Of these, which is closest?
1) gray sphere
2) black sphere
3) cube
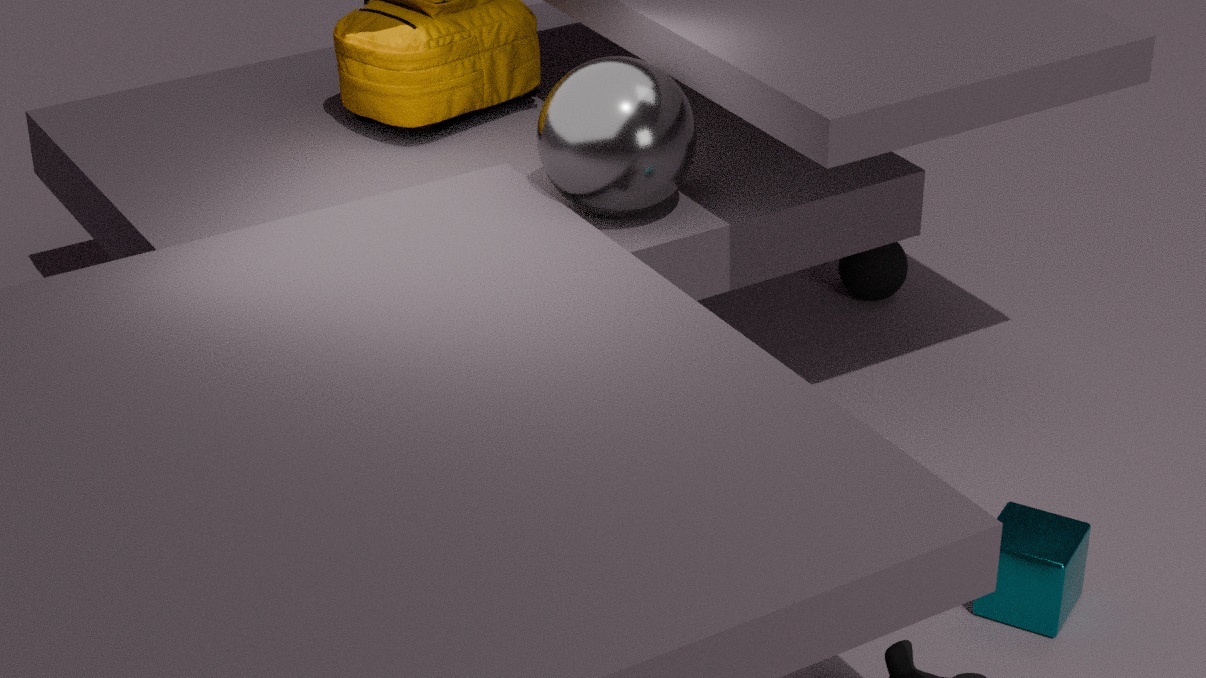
3. cube
